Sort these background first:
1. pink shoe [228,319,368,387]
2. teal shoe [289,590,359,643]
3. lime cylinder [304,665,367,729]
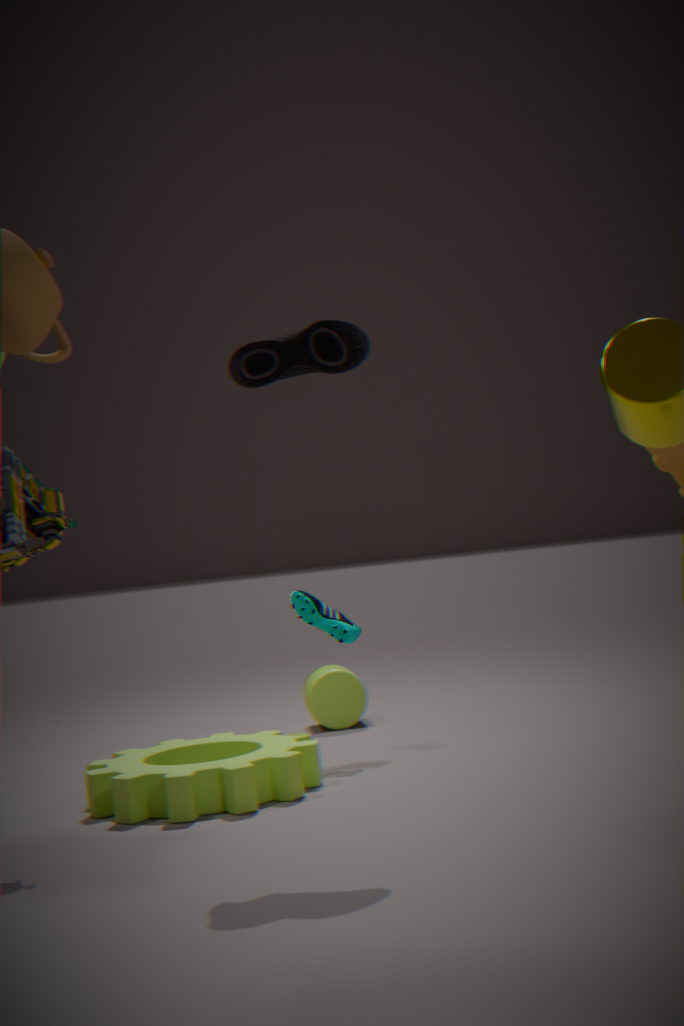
lime cylinder [304,665,367,729]
teal shoe [289,590,359,643]
pink shoe [228,319,368,387]
